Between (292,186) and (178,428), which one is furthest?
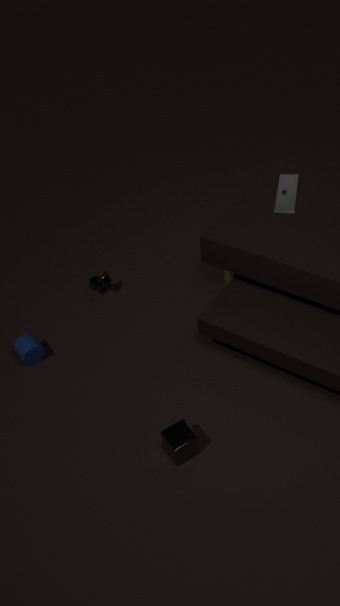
(292,186)
